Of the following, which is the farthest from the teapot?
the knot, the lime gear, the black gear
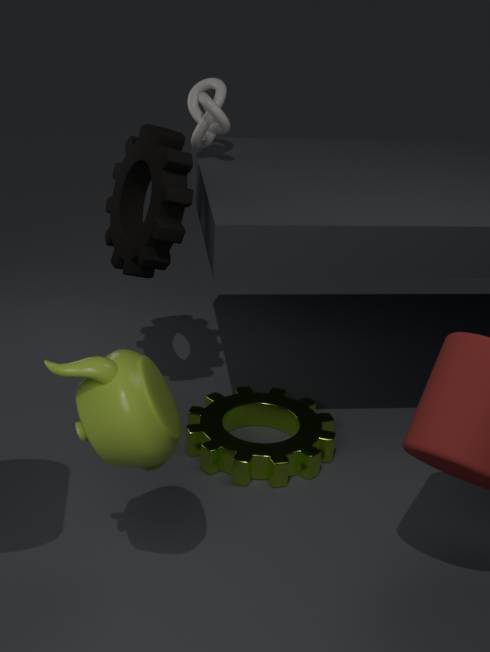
the knot
